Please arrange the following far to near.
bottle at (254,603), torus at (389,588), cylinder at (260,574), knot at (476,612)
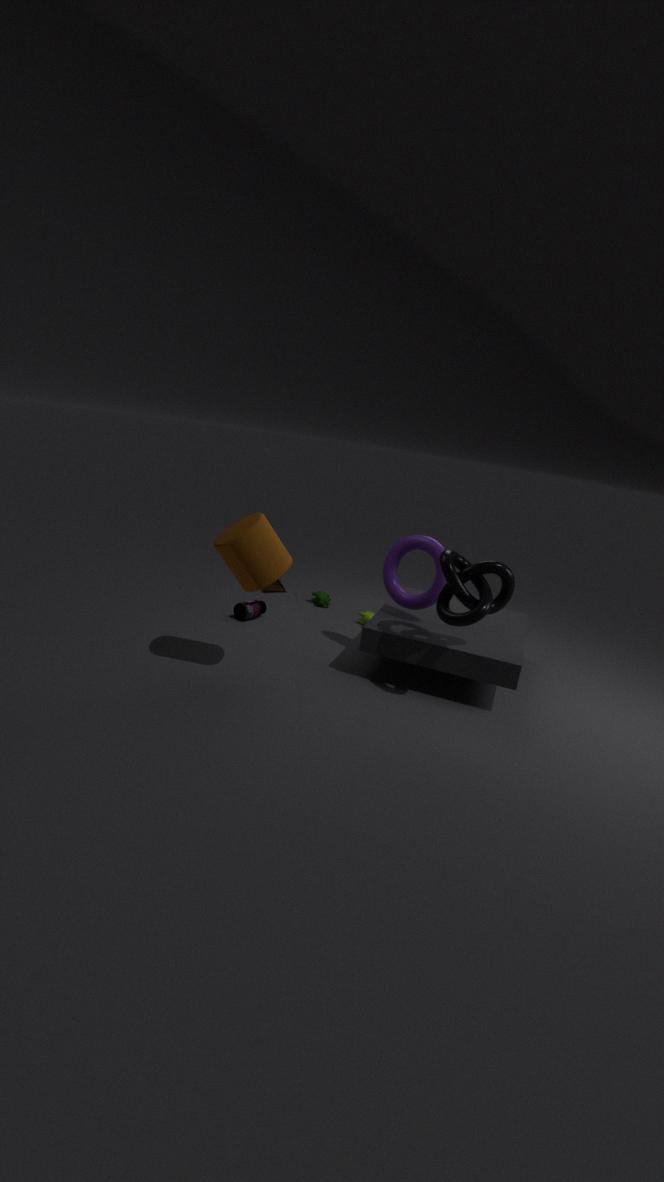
bottle at (254,603) → torus at (389,588) → knot at (476,612) → cylinder at (260,574)
